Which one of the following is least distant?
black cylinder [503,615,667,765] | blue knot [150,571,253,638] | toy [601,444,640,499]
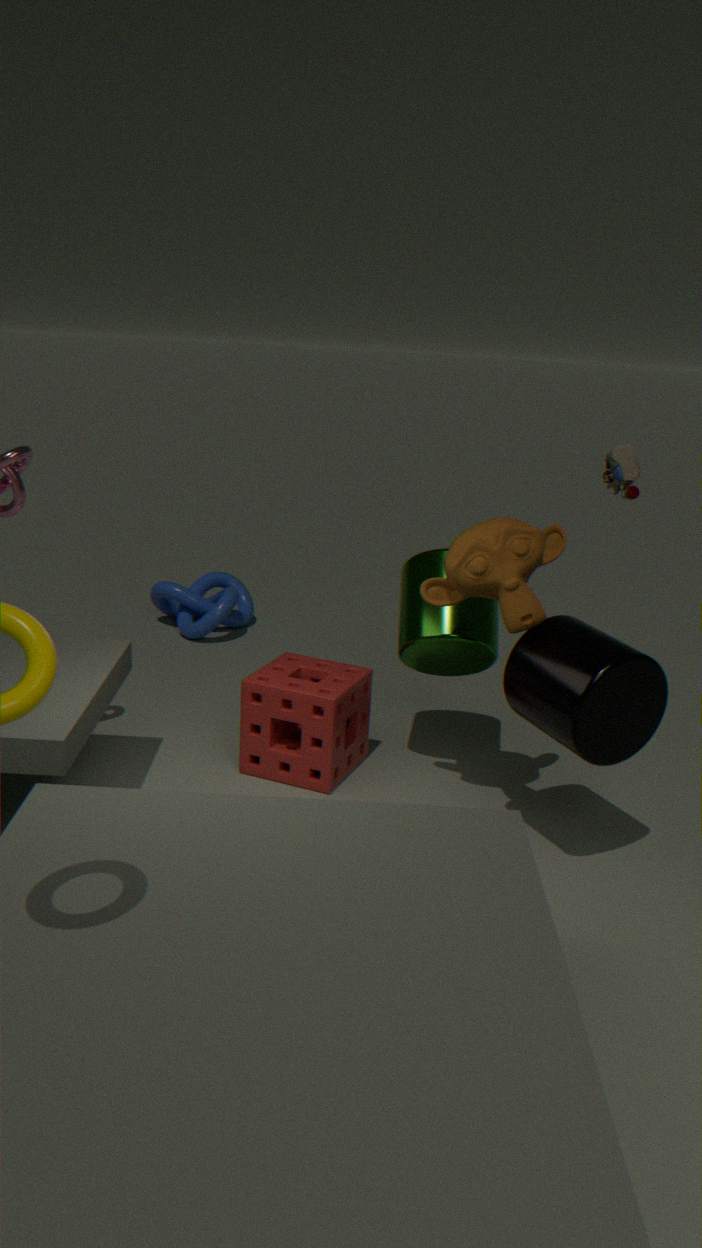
black cylinder [503,615,667,765]
